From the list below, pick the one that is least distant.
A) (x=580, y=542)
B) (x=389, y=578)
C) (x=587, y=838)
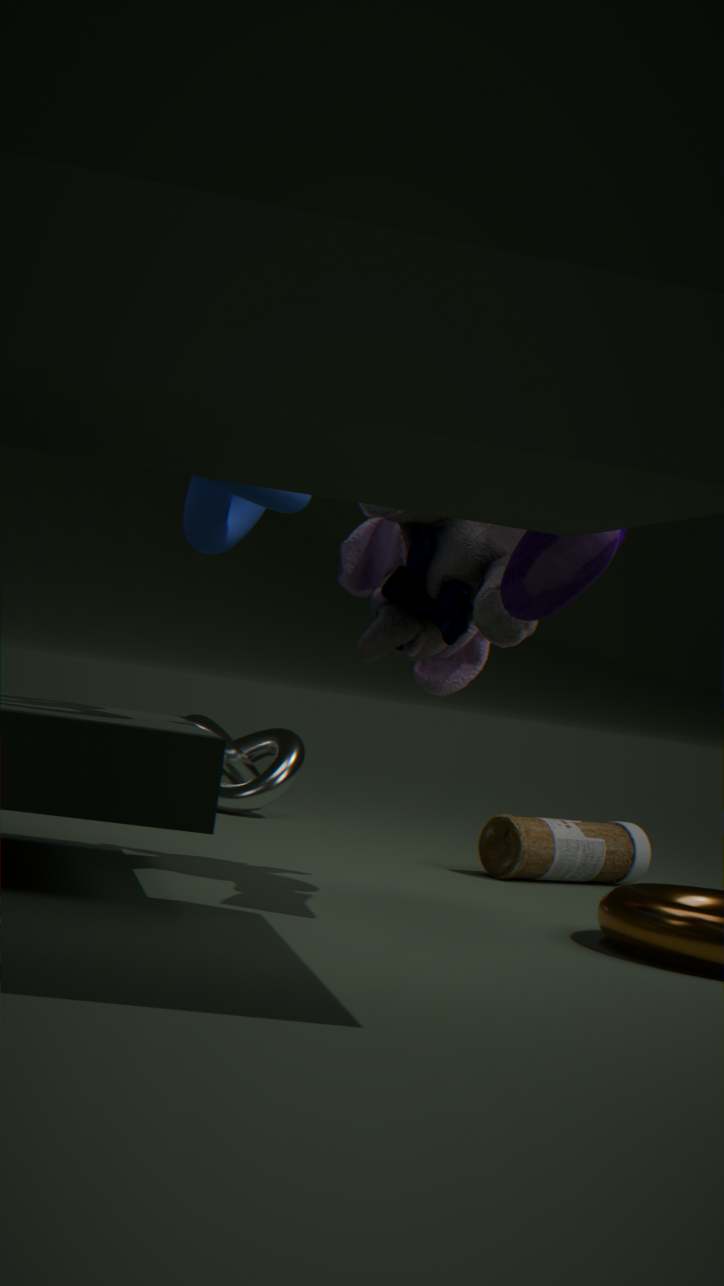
(x=580, y=542)
